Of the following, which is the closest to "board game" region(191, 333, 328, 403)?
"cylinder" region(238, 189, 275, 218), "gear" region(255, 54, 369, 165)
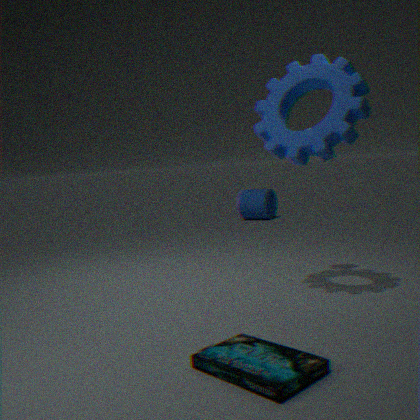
"gear" region(255, 54, 369, 165)
